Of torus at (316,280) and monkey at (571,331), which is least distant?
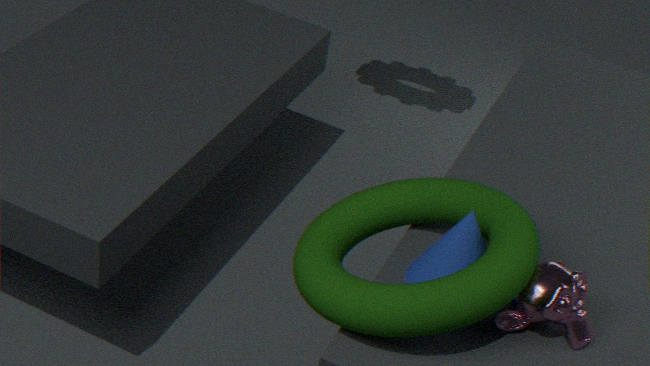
torus at (316,280)
